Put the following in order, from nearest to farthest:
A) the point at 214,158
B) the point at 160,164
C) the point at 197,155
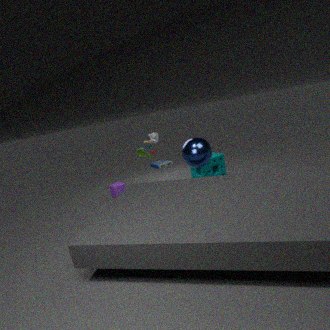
1. the point at 197,155
2. the point at 214,158
3. the point at 160,164
